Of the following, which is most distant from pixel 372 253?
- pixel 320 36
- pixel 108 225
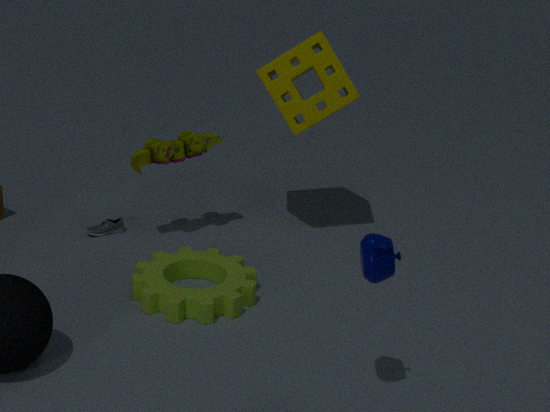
pixel 108 225
